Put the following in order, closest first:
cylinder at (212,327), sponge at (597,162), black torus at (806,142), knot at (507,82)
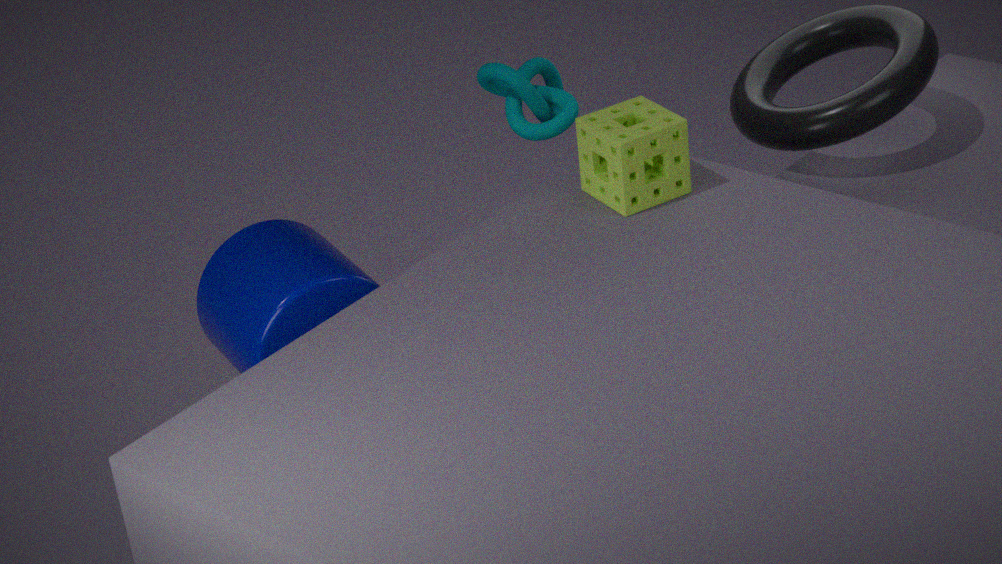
1. cylinder at (212,327)
2. sponge at (597,162)
3. black torus at (806,142)
4. knot at (507,82)
